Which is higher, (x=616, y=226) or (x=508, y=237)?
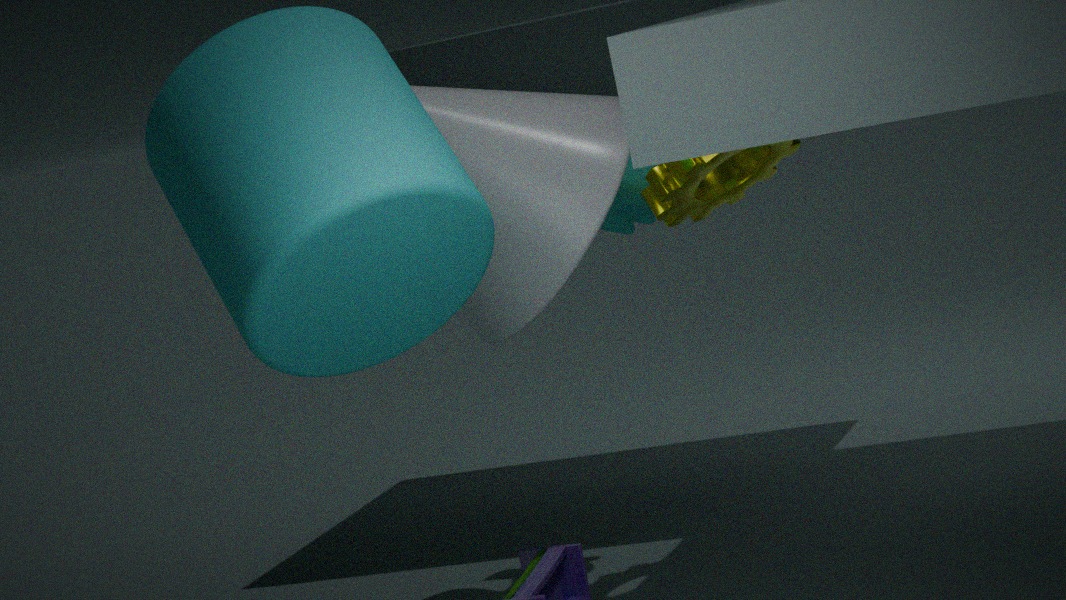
(x=508, y=237)
